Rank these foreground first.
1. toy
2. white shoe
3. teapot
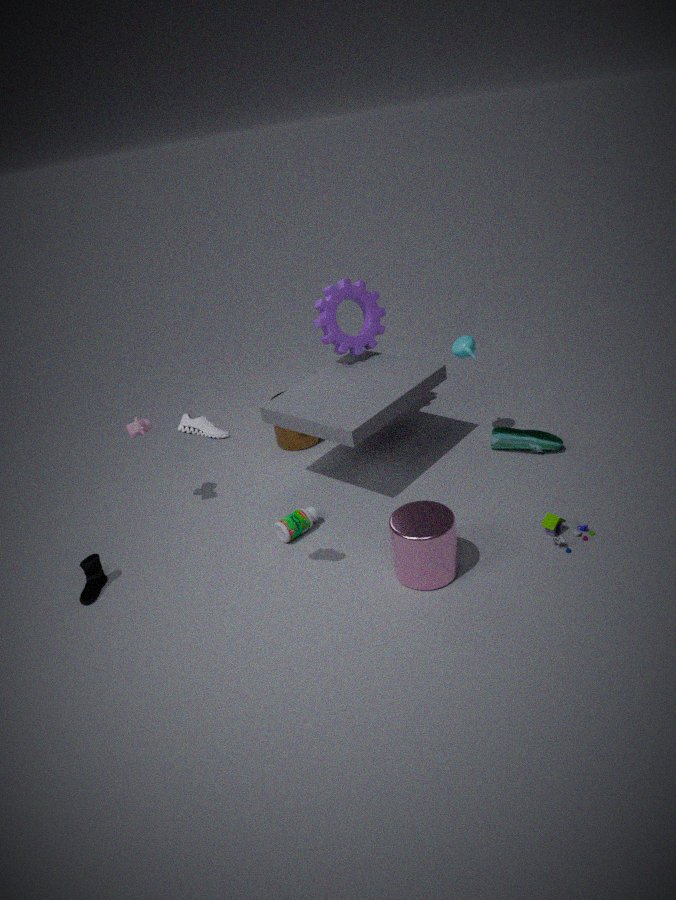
white shoe
toy
teapot
